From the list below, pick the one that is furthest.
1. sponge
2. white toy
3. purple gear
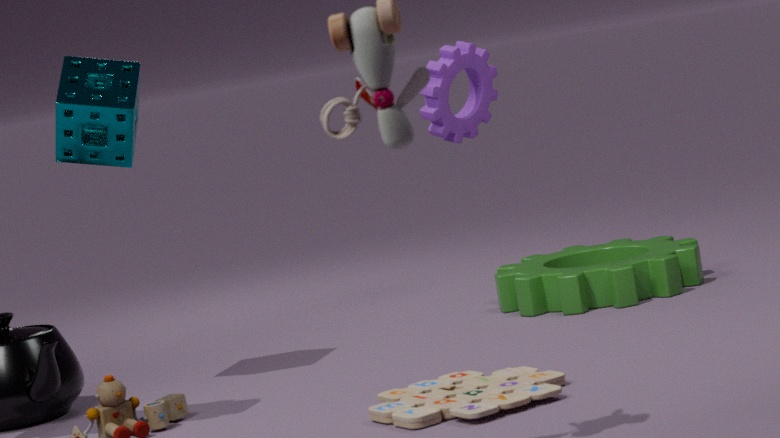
purple gear
